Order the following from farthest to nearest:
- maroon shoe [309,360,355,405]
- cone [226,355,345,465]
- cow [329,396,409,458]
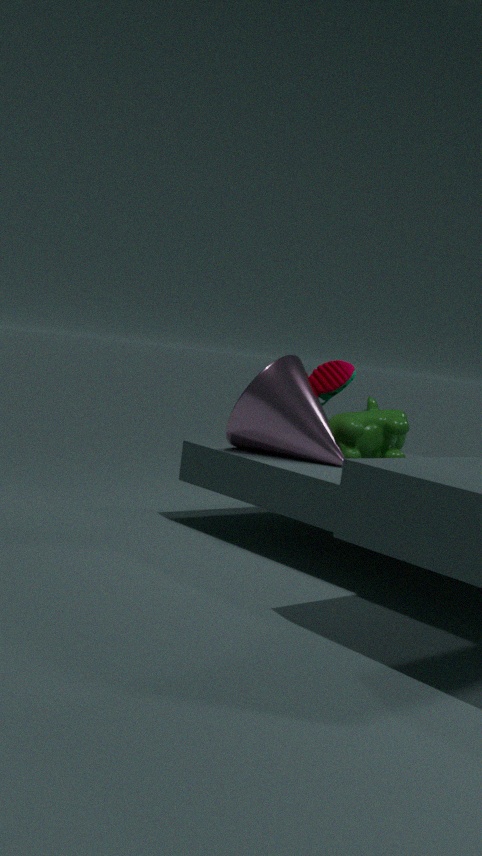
maroon shoe [309,360,355,405]
cow [329,396,409,458]
cone [226,355,345,465]
